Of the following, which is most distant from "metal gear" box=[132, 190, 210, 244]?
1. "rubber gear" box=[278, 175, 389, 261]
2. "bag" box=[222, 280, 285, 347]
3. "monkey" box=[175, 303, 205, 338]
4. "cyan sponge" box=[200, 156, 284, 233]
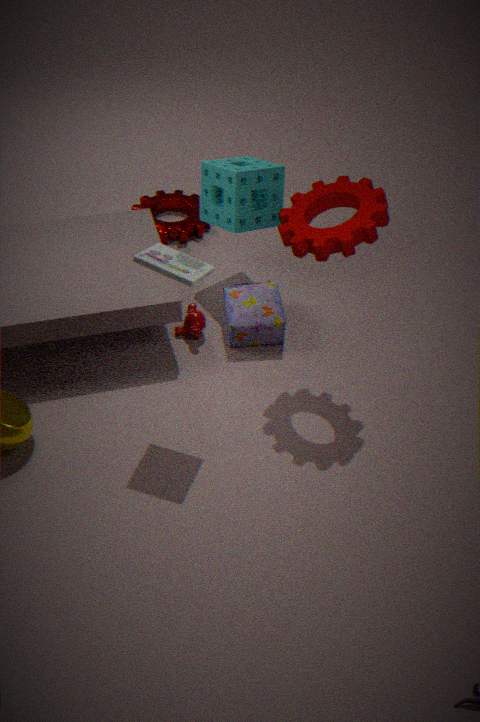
"rubber gear" box=[278, 175, 389, 261]
